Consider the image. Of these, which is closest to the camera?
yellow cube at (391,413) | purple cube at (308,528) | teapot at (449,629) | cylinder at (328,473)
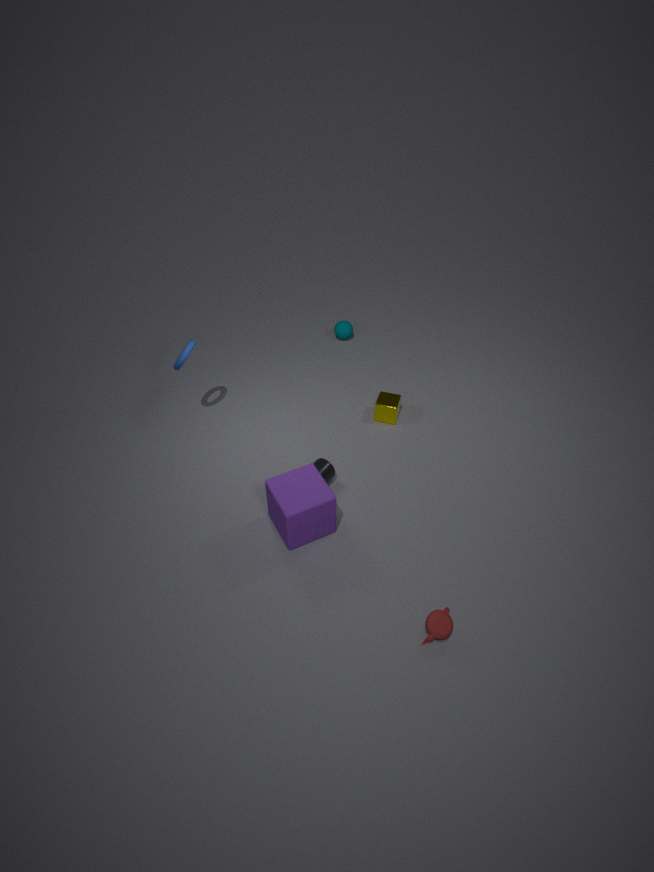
teapot at (449,629)
